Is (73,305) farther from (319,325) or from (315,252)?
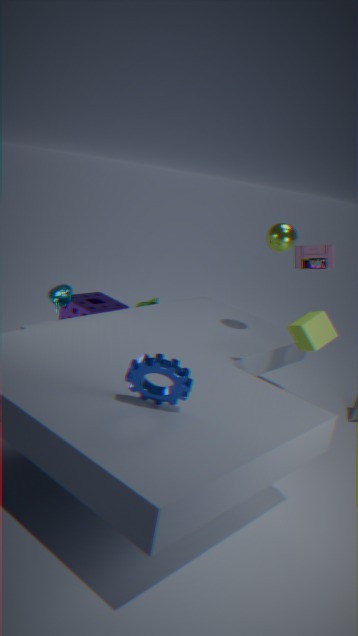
(315,252)
